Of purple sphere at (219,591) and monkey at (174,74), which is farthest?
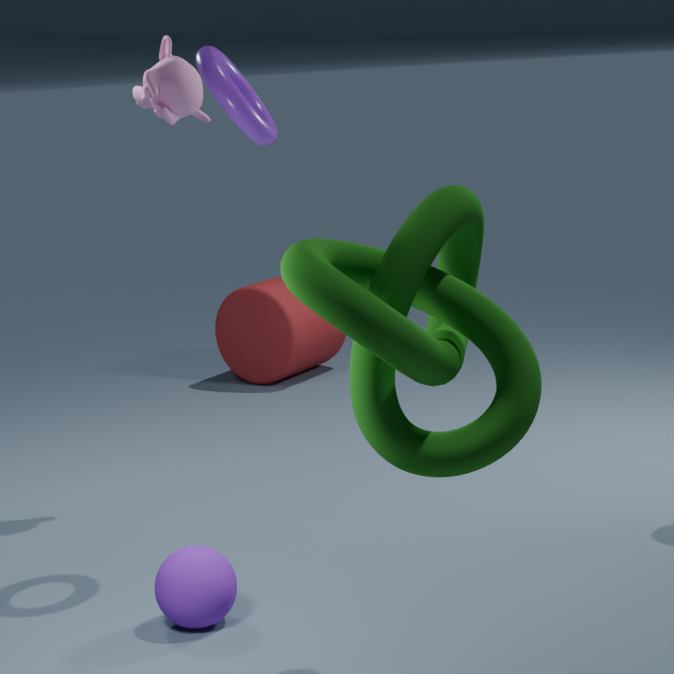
monkey at (174,74)
